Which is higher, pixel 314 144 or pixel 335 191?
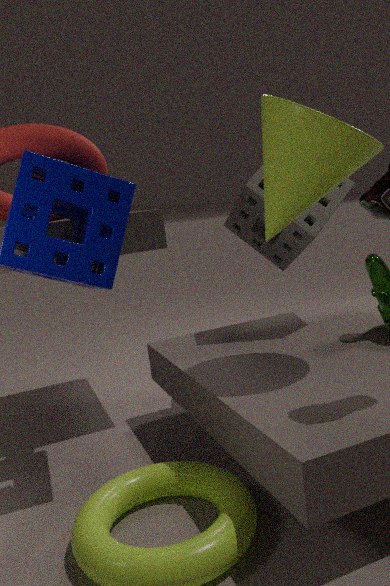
pixel 314 144
